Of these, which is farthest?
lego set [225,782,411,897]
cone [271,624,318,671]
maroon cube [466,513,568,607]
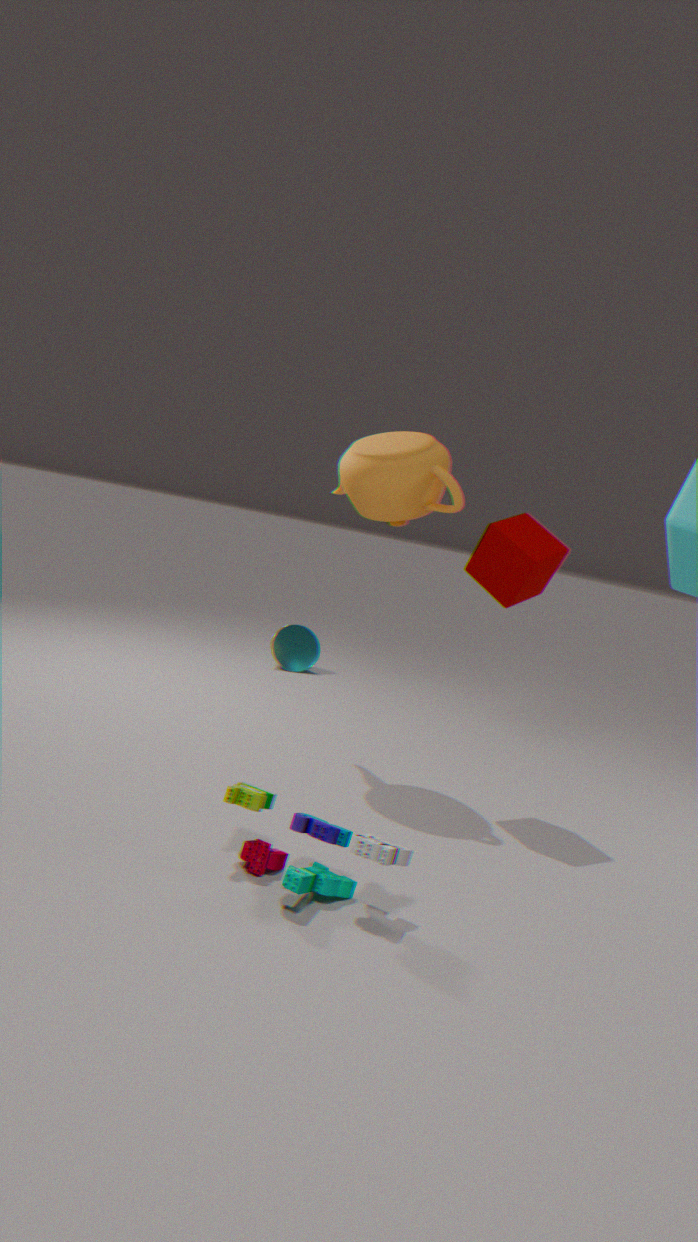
cone [271,624,318,671]
